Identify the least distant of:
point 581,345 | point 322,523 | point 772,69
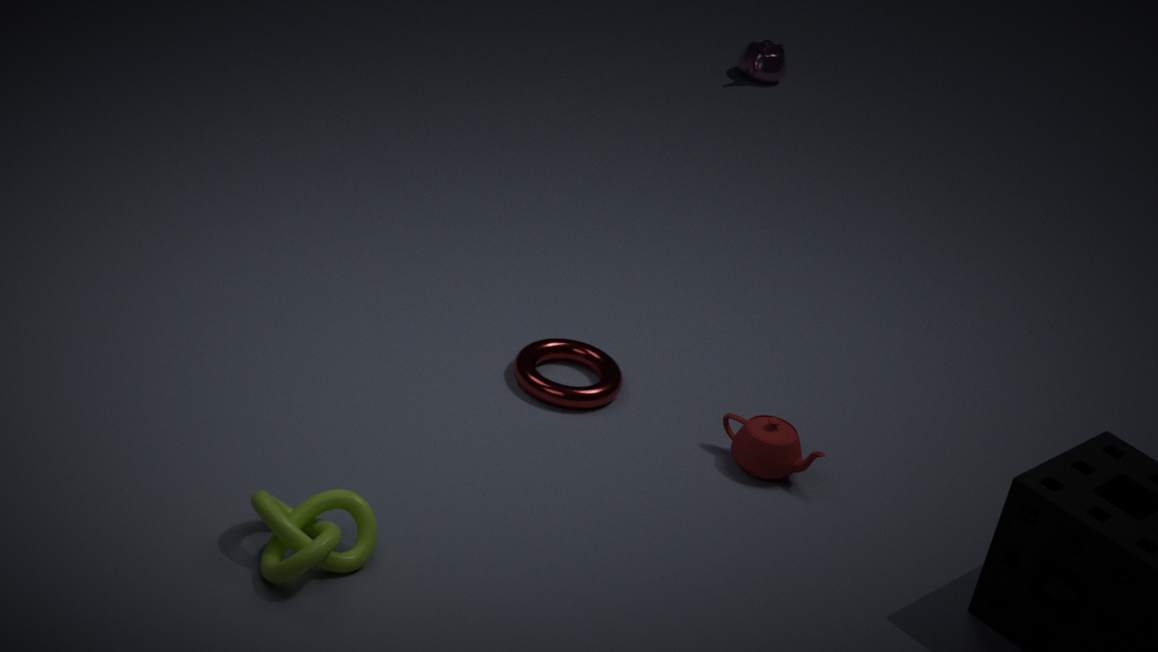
point 322,523
